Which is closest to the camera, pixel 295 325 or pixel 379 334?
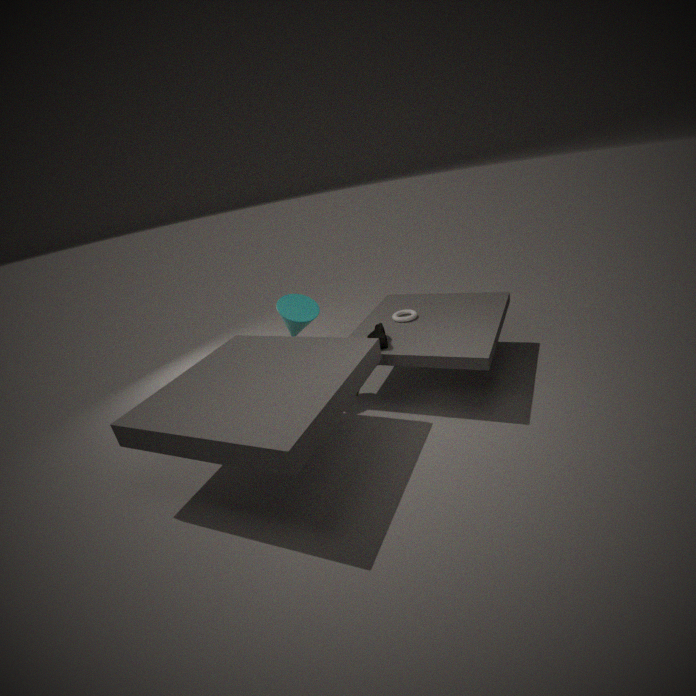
pixel 379 334
